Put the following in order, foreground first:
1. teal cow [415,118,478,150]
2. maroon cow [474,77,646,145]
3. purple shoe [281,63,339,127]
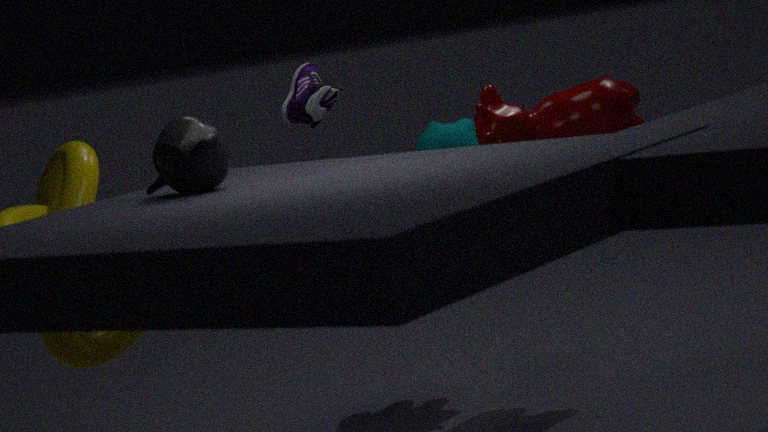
1. maroon cow [474,77,646,145]
2. purple shoe [281,63,339,127]
3. teal cow [415,118,478,150]
